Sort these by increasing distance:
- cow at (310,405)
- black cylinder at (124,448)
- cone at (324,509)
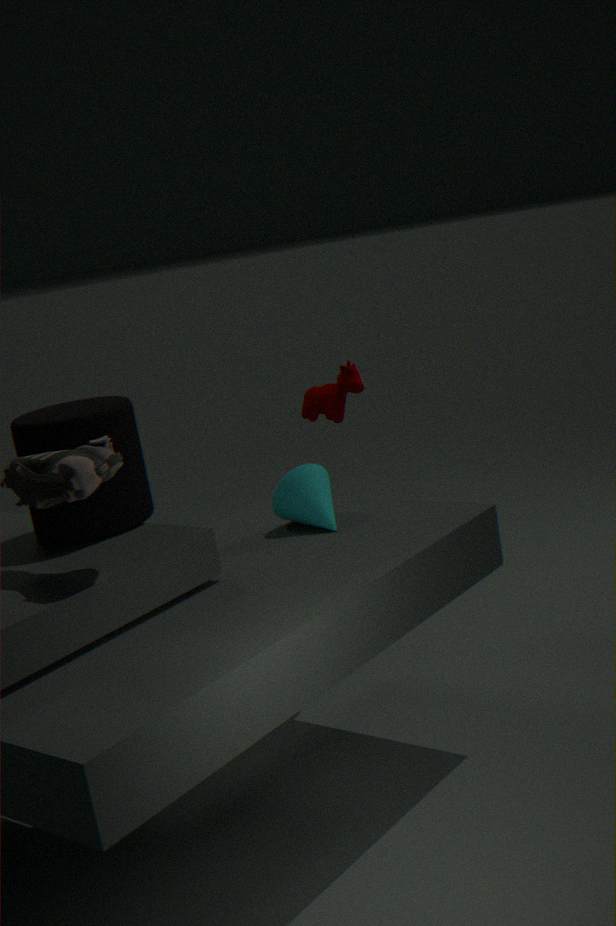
black cylinder at (124,448) → cone at (324,509) → cow at (310,405)
